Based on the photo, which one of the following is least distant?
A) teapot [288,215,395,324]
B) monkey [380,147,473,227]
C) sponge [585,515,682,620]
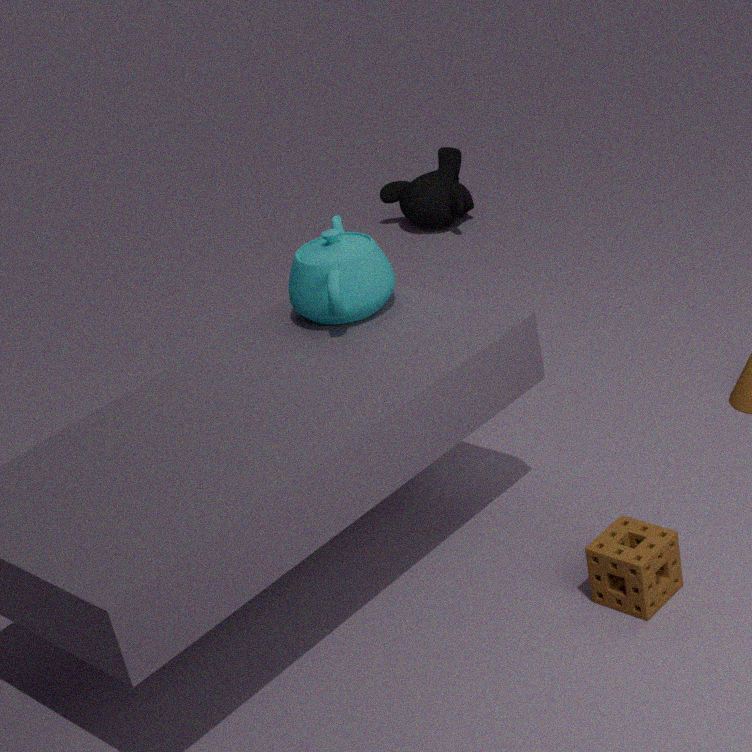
sponge [585,515,682,620]
